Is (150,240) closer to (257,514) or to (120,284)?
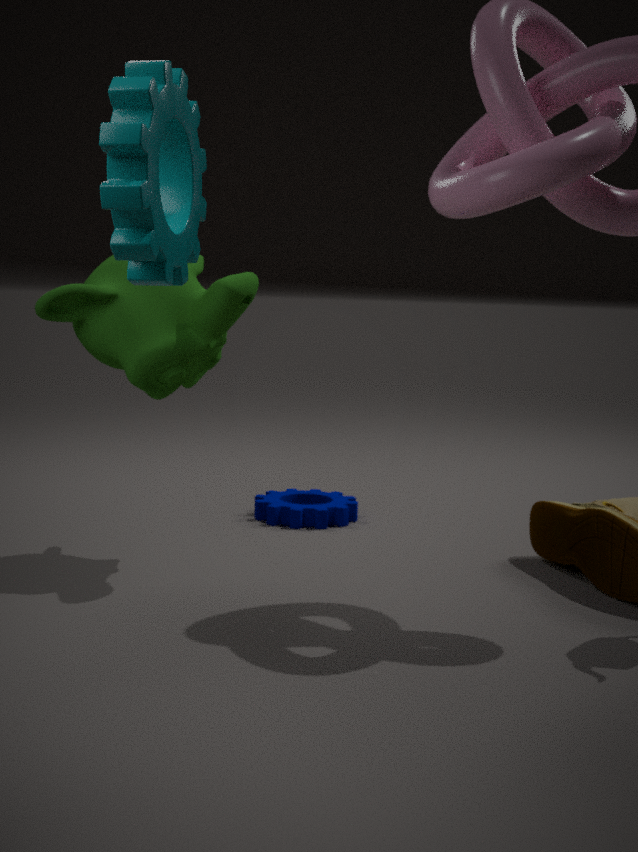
(120,284)
